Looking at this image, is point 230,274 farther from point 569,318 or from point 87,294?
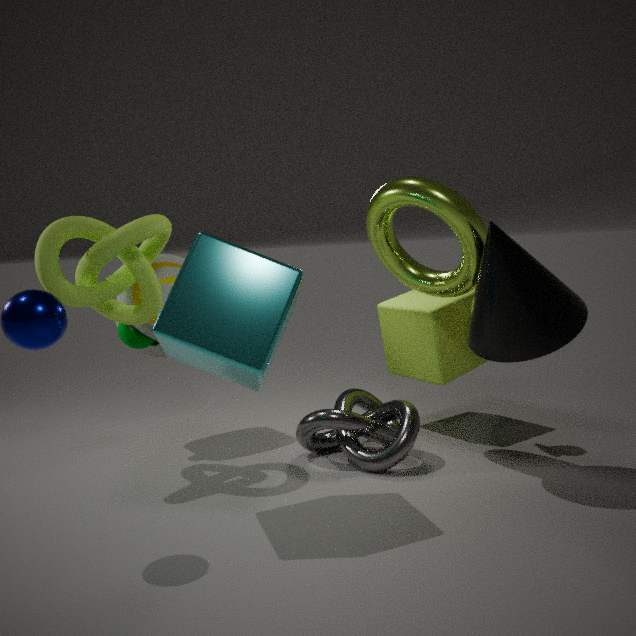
point 569,318
